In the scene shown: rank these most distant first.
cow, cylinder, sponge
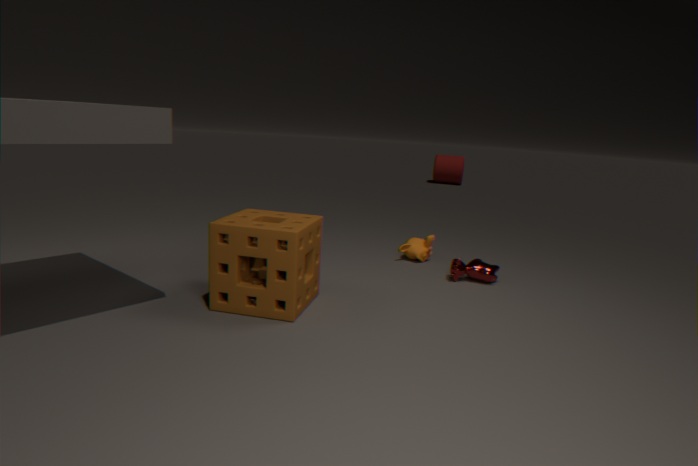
cylinder, cow, sponge
